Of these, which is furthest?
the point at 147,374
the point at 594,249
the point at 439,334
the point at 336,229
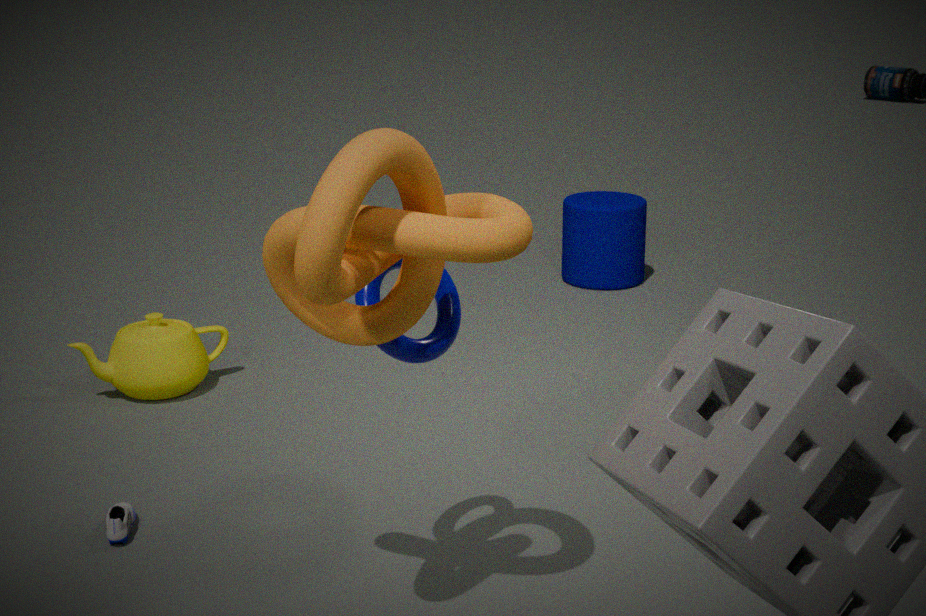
the point at 594,249
